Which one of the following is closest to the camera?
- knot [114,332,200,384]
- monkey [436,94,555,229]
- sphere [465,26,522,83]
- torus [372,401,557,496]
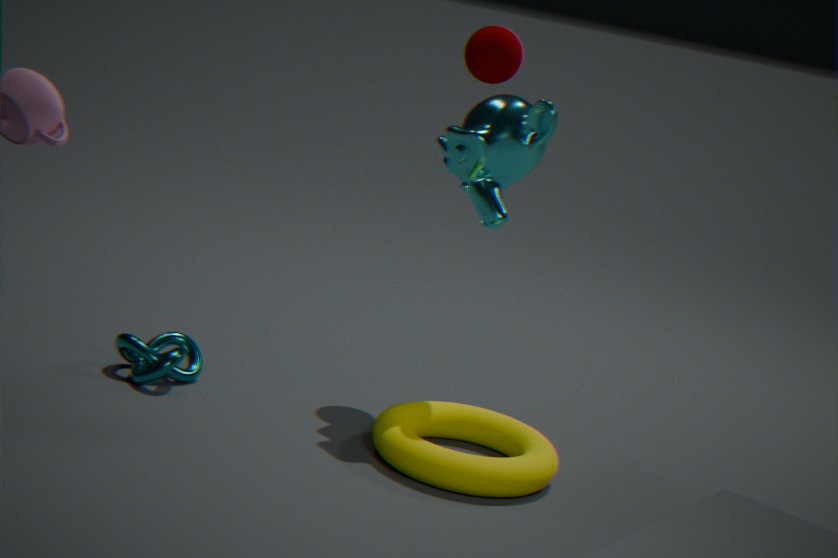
torus [372,401,557,496]
